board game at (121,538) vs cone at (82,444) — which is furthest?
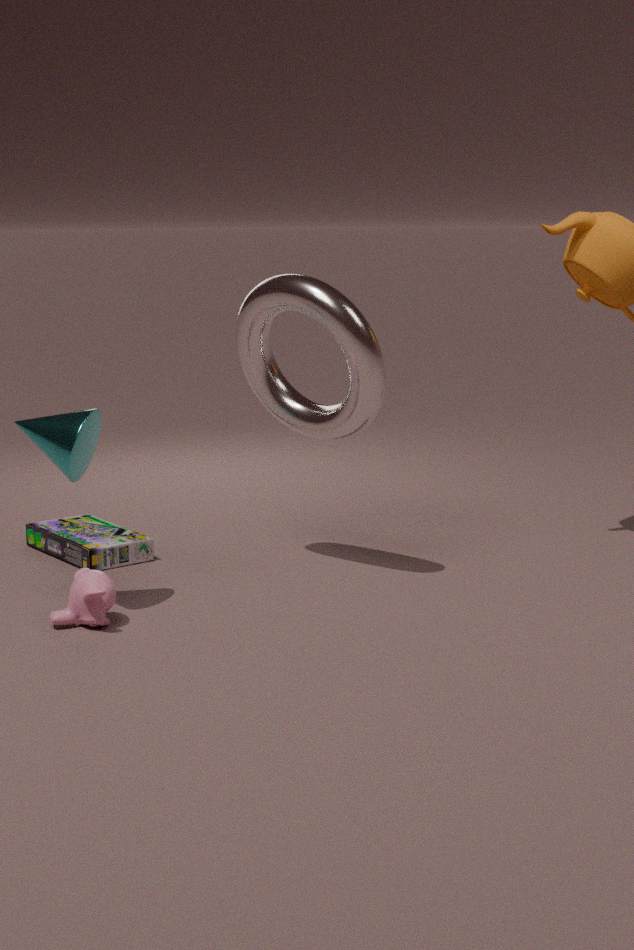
board game at (121,538)
